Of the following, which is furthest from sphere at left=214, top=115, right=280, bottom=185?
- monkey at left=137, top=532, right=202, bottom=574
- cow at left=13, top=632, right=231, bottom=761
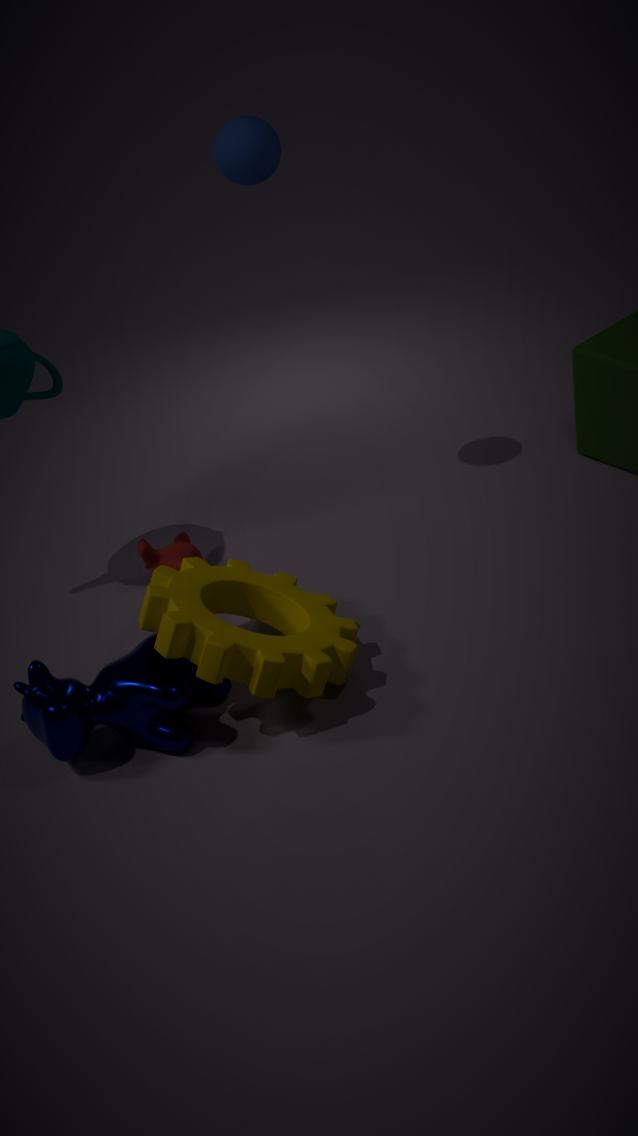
cow at left=13, top=632, right=231, bottom=761
